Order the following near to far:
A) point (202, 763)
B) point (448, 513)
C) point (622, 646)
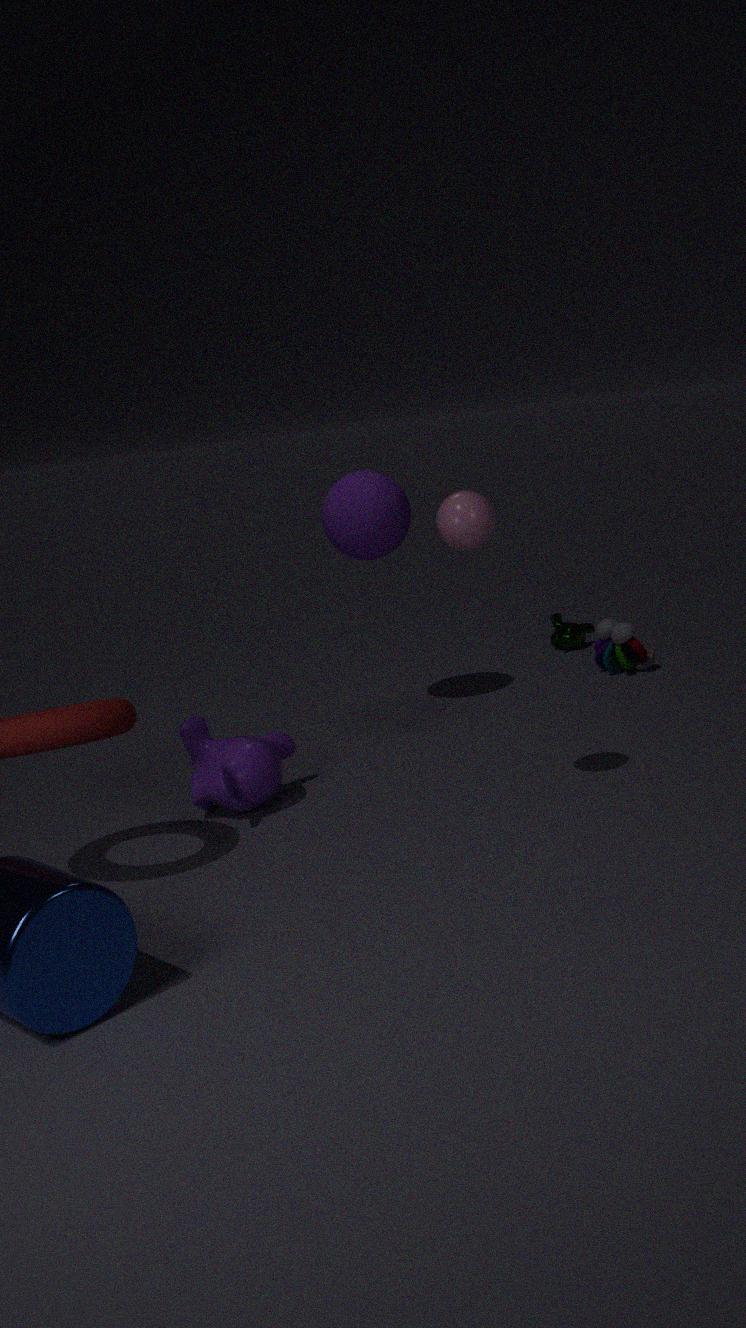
point (448, 513) → point (202, 763) → point (622, 646)
